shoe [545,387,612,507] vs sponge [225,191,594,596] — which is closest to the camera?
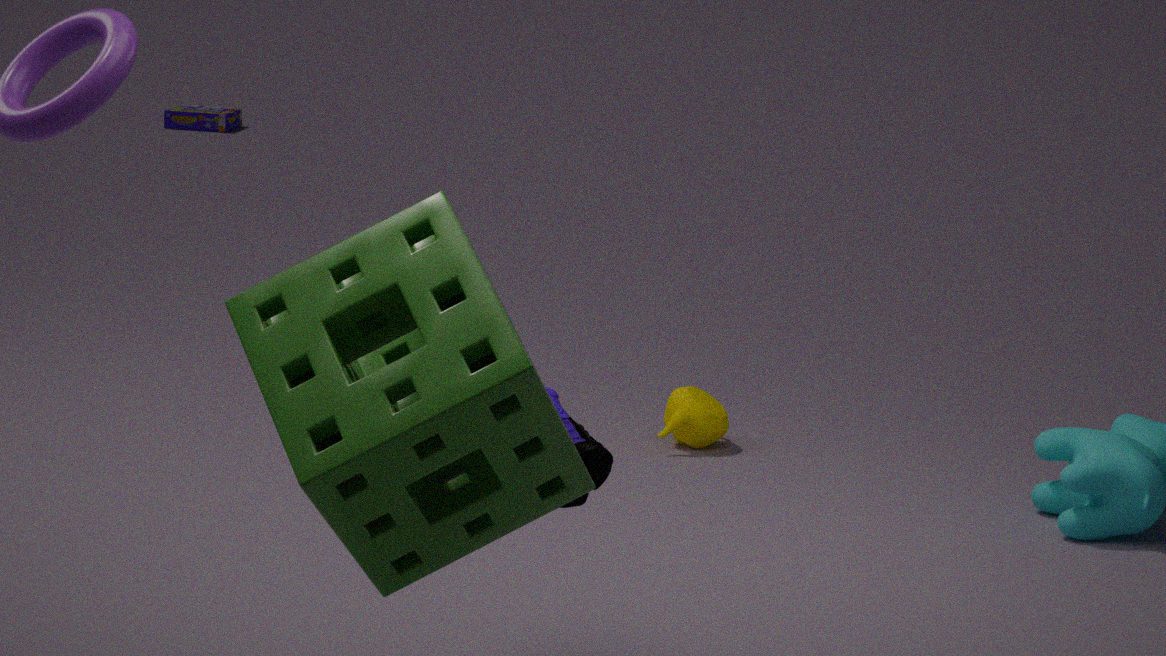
sponge [225,191,594,596]
